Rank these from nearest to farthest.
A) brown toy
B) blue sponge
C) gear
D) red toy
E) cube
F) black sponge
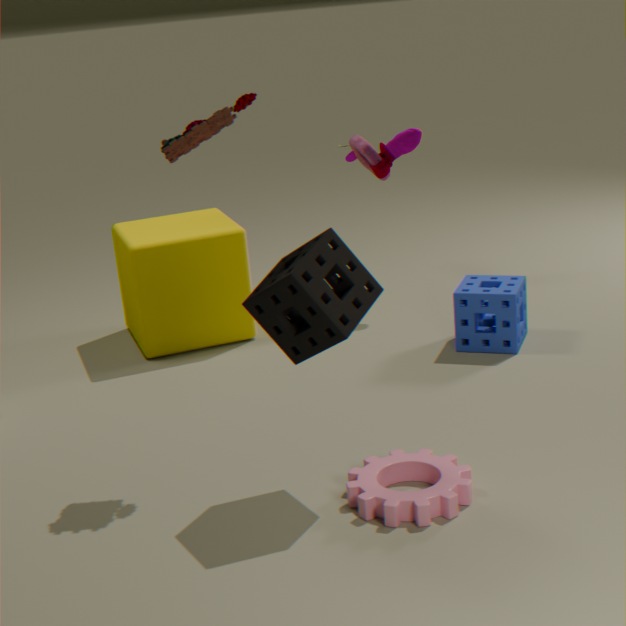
black sponge → gear → brown toy → blue sponge → cube → red toy
